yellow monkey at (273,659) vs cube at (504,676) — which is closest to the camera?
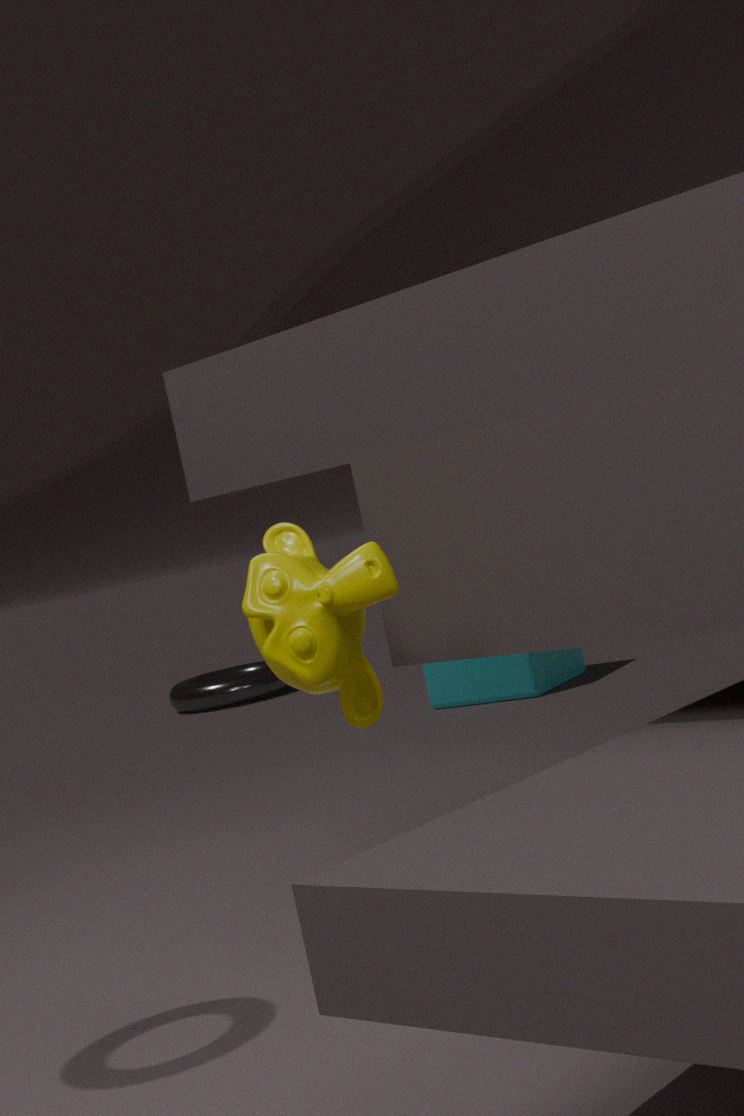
yellow monkey at (273,659)
